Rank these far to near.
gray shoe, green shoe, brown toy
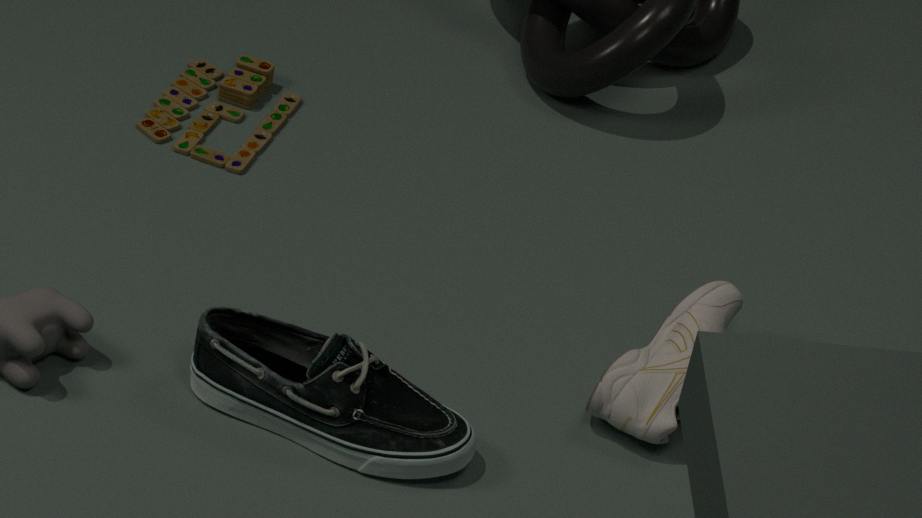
brown toy
gray shoe
green shoe
